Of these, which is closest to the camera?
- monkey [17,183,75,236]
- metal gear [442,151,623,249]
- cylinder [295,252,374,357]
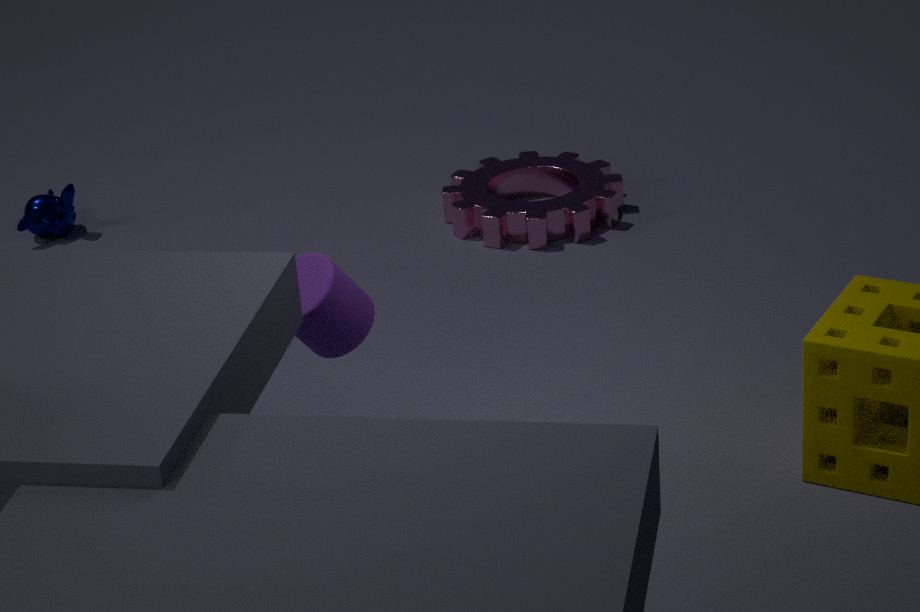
cylinder [295,252,374,357]
